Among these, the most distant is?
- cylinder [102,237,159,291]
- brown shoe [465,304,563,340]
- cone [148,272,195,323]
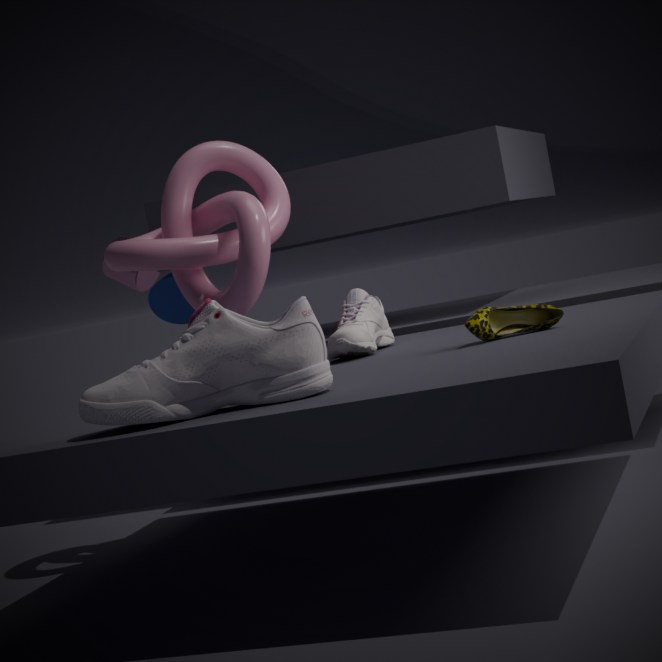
cylinder [102,237,159,291]
